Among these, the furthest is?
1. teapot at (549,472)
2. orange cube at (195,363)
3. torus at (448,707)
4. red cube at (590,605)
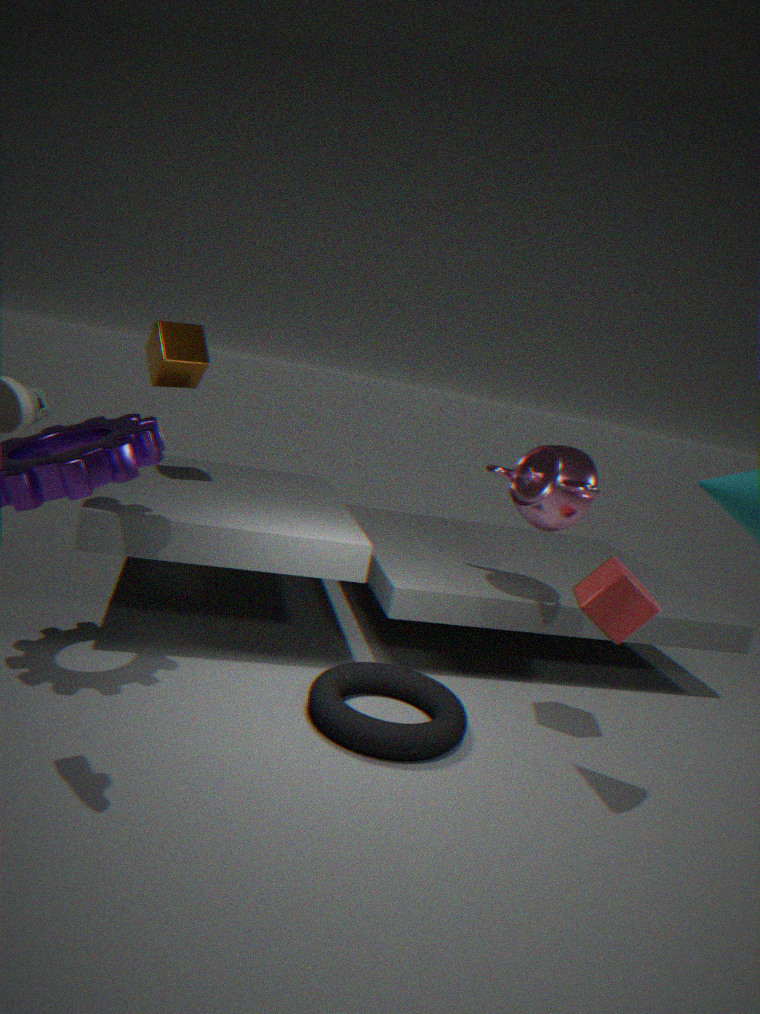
orange cube at (195,363)
